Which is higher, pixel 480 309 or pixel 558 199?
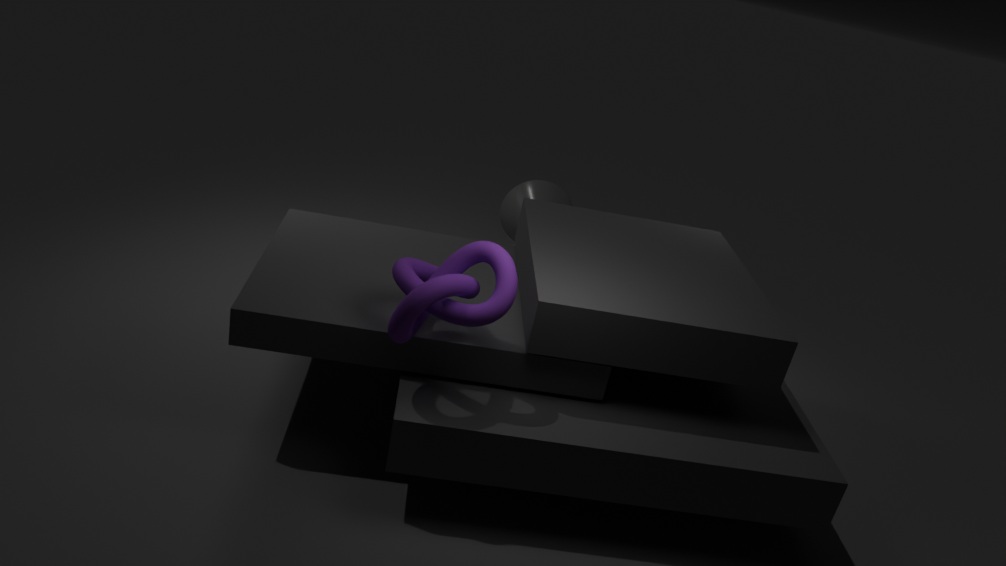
pixel 480 309
